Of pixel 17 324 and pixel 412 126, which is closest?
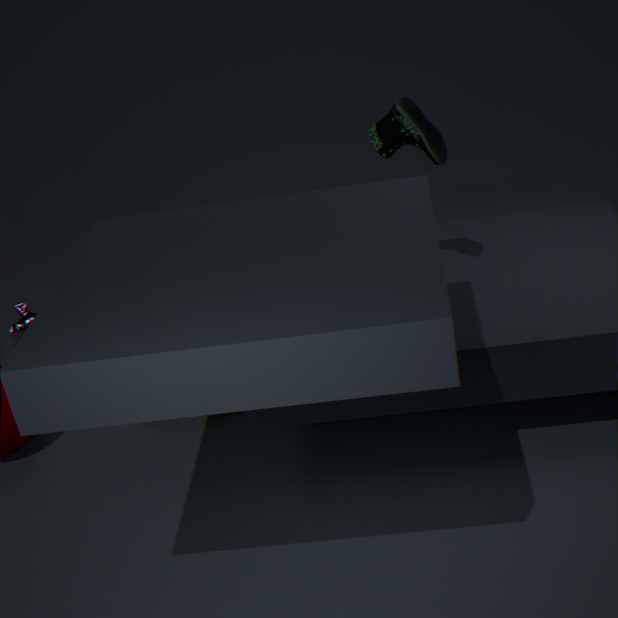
pixel 412 126
